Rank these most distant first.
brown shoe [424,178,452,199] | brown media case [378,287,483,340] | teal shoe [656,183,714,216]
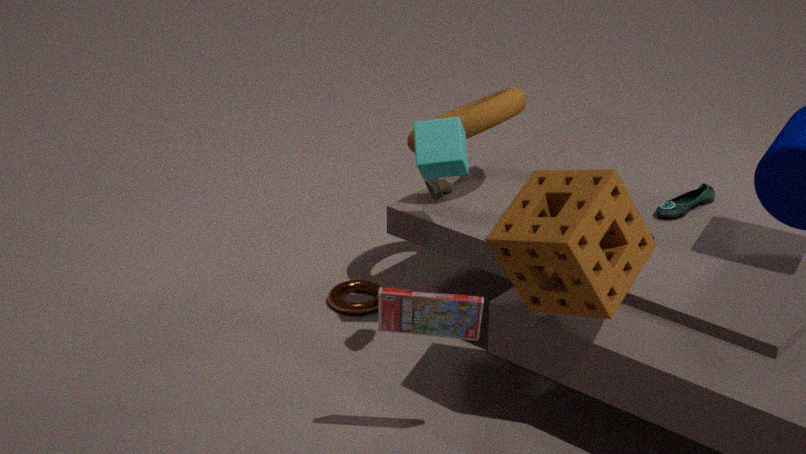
1. teal shoe [656,183,714,216]
2. brown shoe [424,178,452,199]
3. brown media case [378,287,483,340]
